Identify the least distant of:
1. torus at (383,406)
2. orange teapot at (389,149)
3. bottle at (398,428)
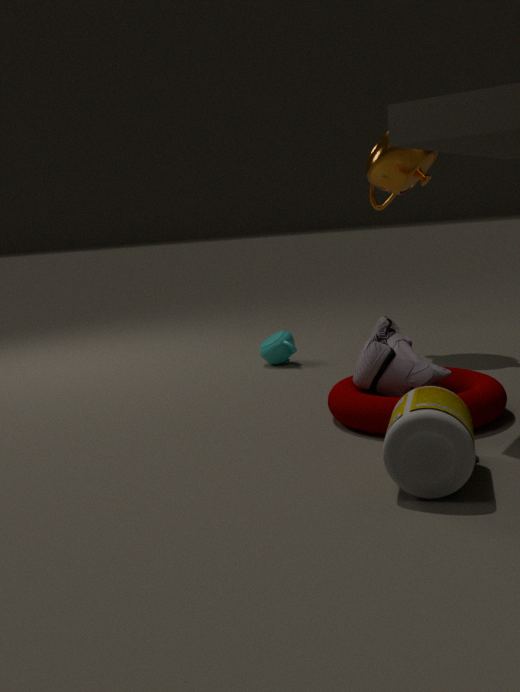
bottle at (398,428)
